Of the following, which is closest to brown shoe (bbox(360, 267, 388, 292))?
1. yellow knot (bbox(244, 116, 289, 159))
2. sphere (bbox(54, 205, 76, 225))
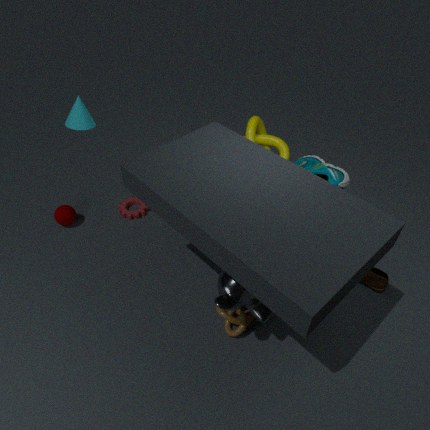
yellow knot (bbox(244, 116, 289, 159))
